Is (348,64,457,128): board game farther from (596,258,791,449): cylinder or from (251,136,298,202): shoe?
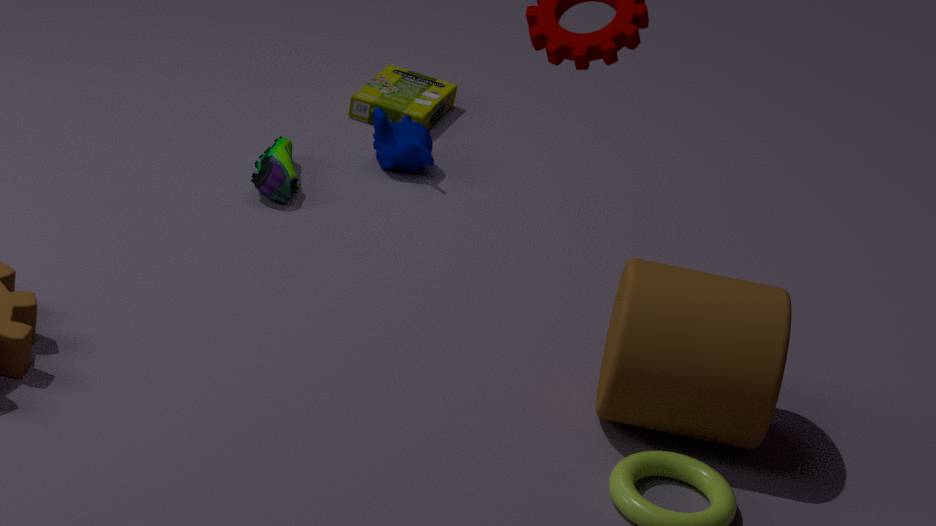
(596,258,791,449): cylinder
